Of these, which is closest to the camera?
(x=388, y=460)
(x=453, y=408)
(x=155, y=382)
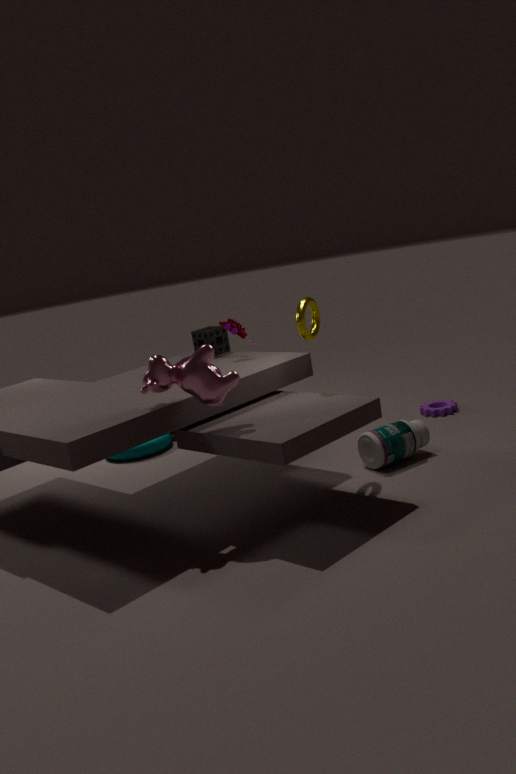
(x=155, y=382)
